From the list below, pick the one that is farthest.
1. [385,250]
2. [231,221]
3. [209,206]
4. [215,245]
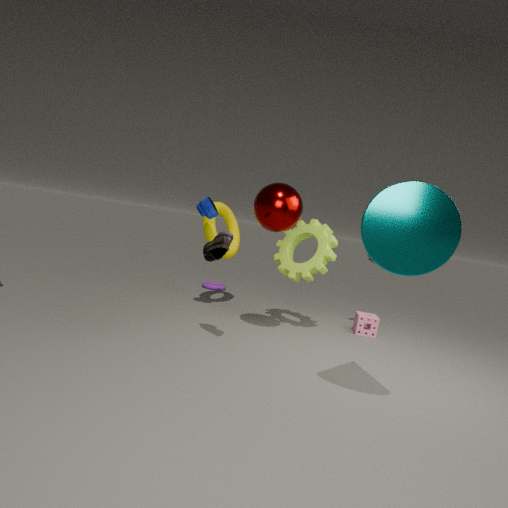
[231,221]
